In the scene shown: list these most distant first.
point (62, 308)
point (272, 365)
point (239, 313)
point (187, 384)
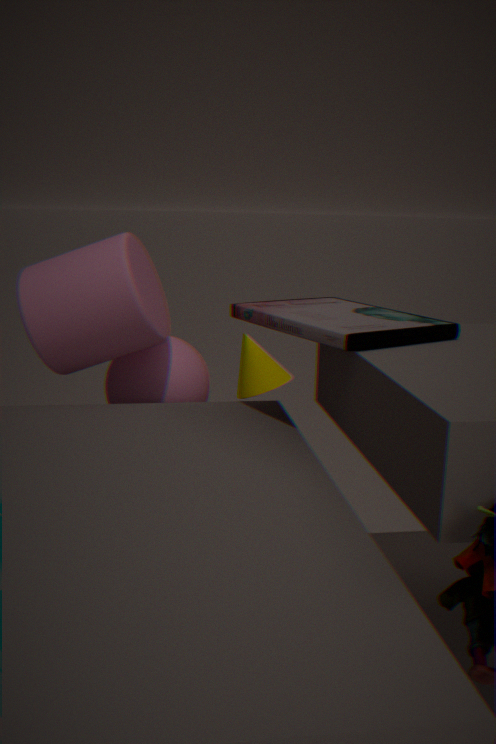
point (272, 365)
point (187, 384)
point (62, 308)
point (239, 313)
